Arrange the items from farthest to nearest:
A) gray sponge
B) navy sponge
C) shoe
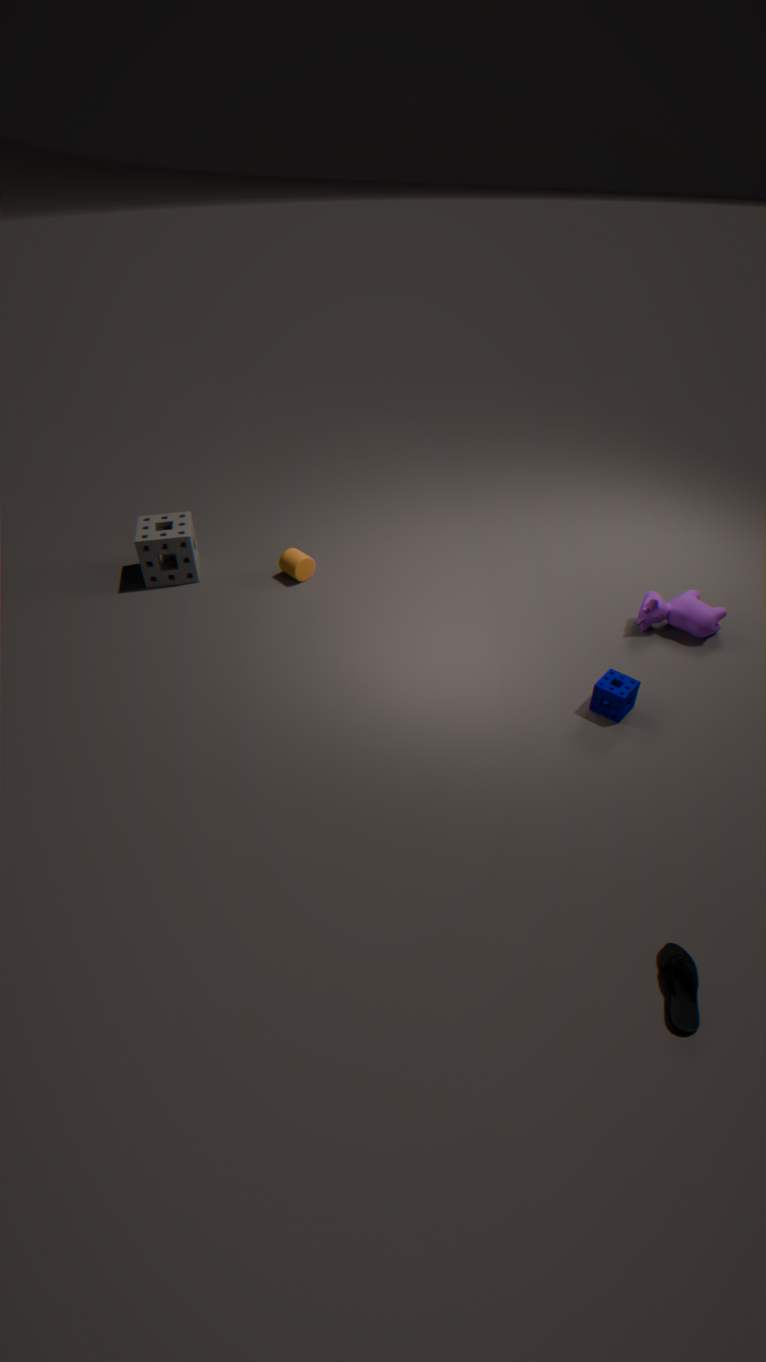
1. gray sponge
2. navy sponge
3. shoe
